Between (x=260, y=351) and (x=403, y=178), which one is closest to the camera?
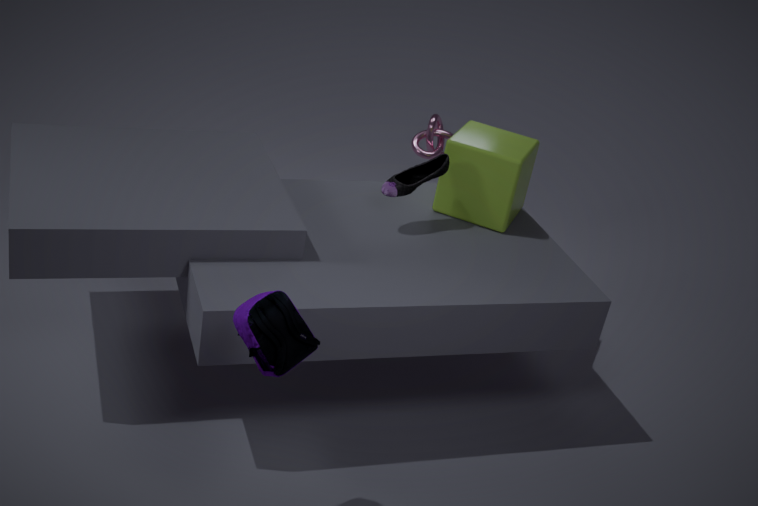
(x=260, y=351)
